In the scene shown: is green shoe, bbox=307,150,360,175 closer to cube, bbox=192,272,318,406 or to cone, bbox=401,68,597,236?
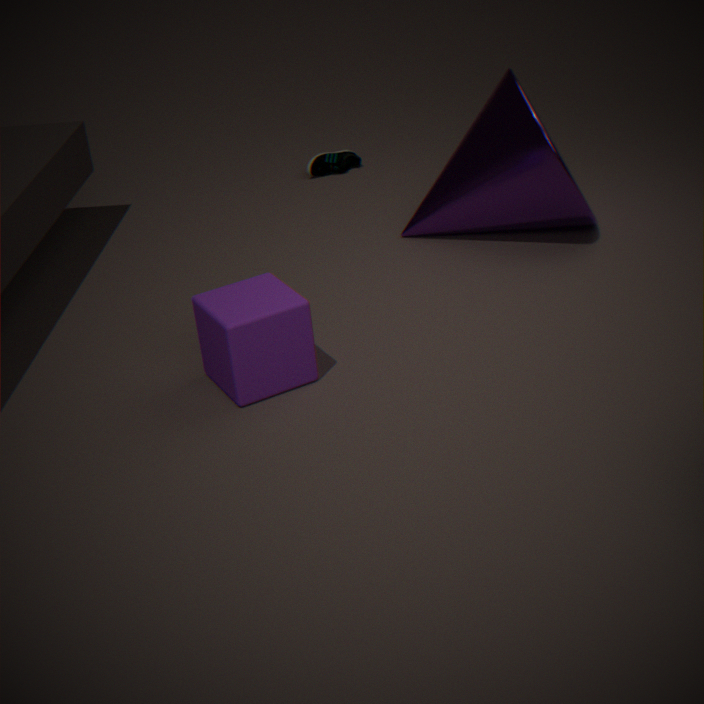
cone, bbox=401,68,597,236
